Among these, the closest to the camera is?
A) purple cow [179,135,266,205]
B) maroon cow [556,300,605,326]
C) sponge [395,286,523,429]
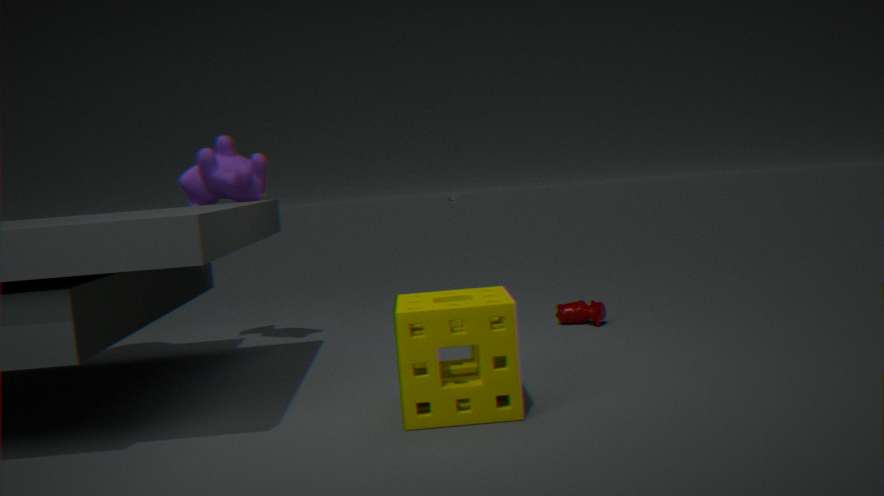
sponge [395,286,523,429]
